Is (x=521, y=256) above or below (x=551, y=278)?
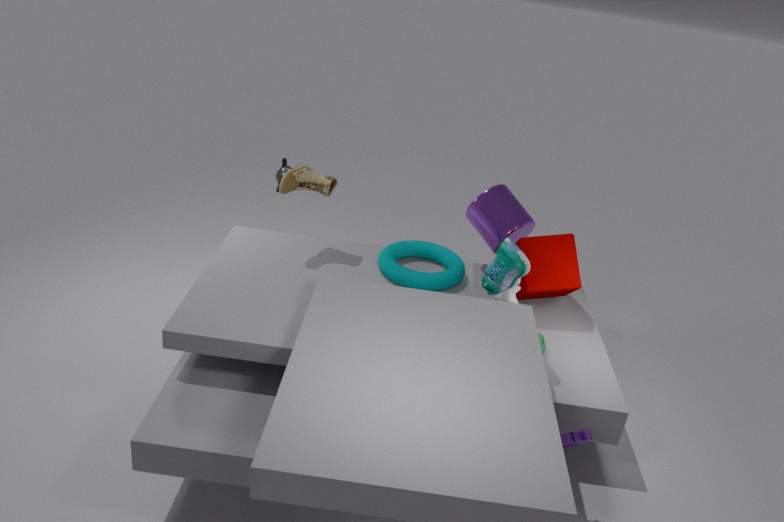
above
